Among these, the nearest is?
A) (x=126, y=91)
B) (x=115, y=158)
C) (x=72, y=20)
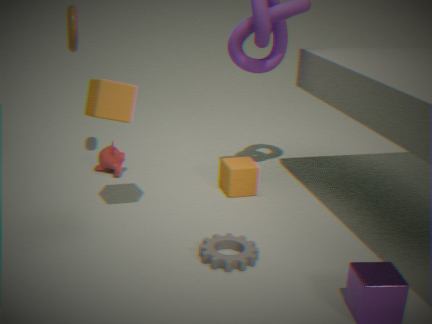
(x=126, y=91)
